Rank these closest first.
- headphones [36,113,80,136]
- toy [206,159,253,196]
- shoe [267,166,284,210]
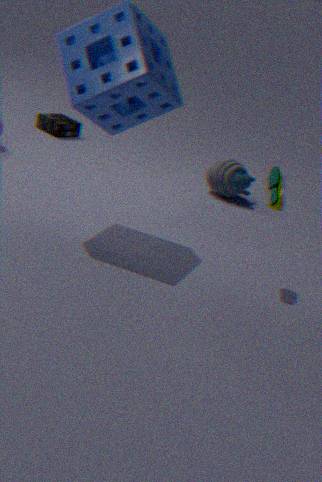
shoe [267,166,284,210] < toy [206,159,253,196] < headphones [36,113,80,136]
